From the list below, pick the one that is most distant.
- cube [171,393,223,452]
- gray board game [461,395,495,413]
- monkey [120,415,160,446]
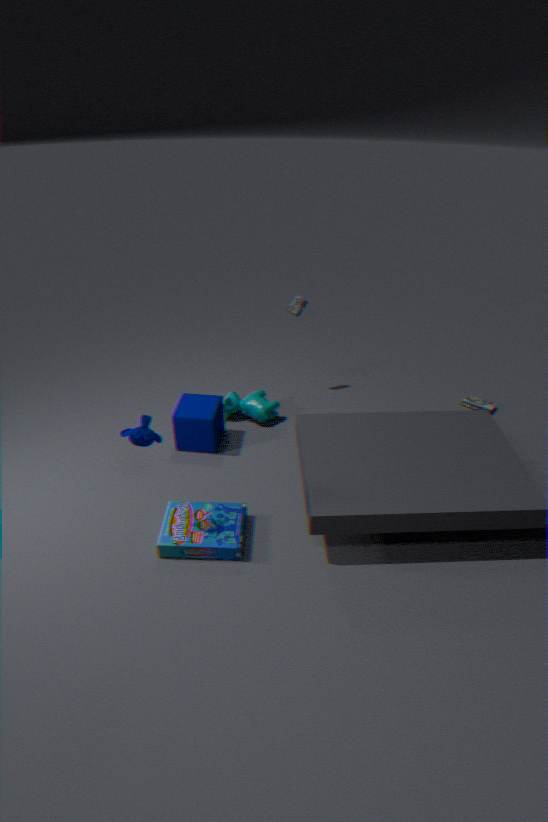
gray board game [461,395,495,413]
